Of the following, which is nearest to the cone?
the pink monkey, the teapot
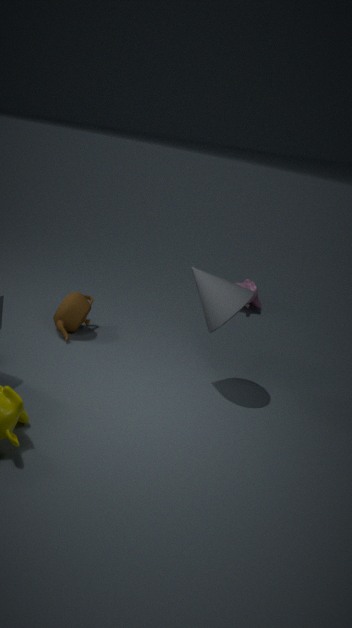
the teapot
